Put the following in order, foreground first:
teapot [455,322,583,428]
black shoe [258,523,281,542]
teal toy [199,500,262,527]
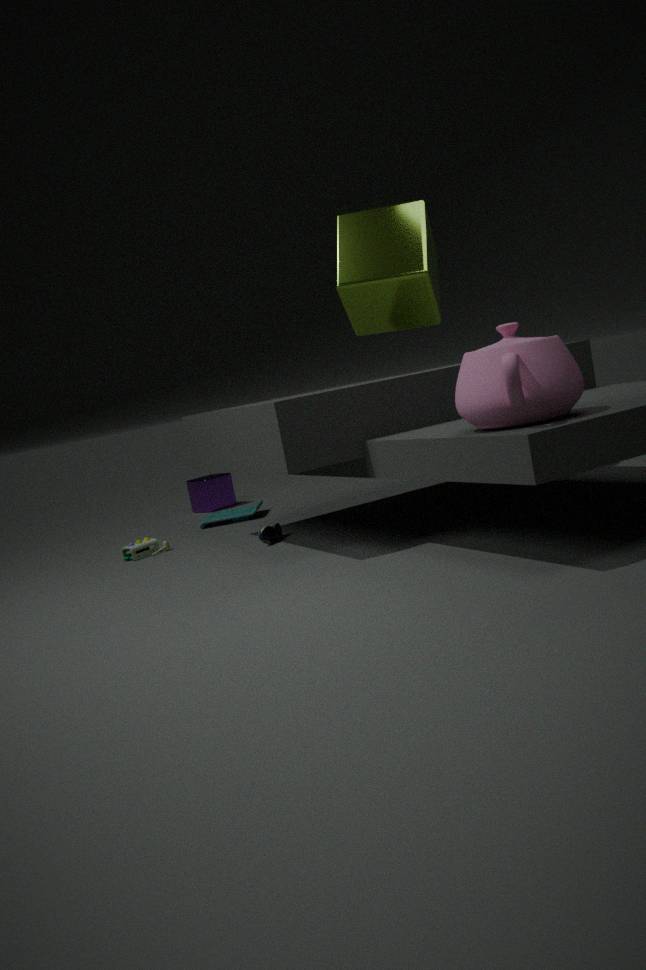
teapot [455,322,583,428] < black shoe [258,523,281,542] < teal toy [199,500,262,527]
